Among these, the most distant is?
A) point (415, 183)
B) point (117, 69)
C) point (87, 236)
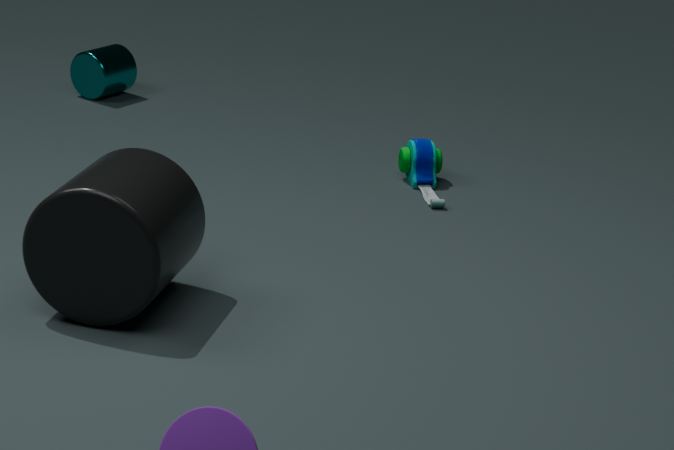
point (117, 69)
